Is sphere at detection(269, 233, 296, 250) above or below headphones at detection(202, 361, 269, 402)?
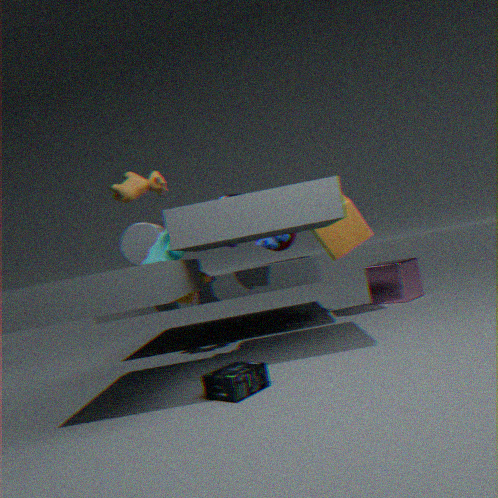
above
